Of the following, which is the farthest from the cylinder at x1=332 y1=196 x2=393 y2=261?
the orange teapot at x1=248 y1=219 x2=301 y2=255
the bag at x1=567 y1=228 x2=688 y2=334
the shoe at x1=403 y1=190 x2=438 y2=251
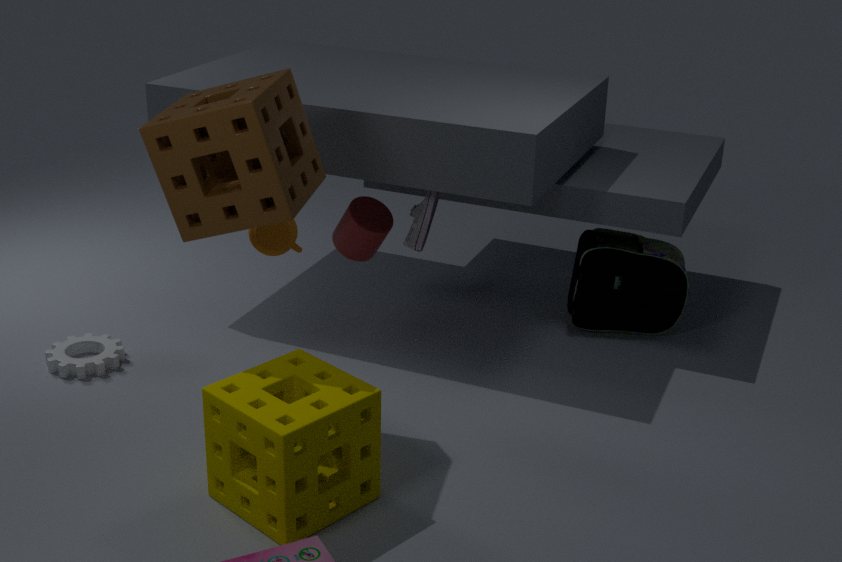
the bag at x1=567 y1=228 x2=688 y2=334
